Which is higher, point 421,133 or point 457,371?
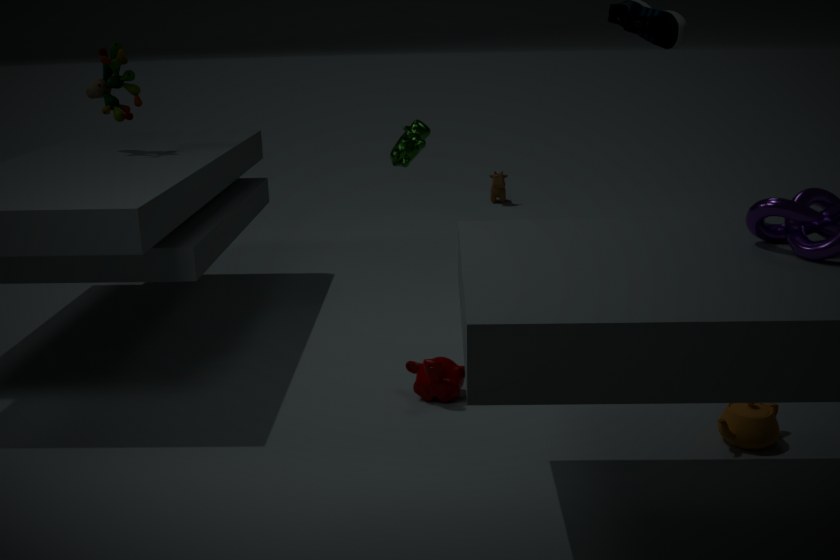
point 421,133
